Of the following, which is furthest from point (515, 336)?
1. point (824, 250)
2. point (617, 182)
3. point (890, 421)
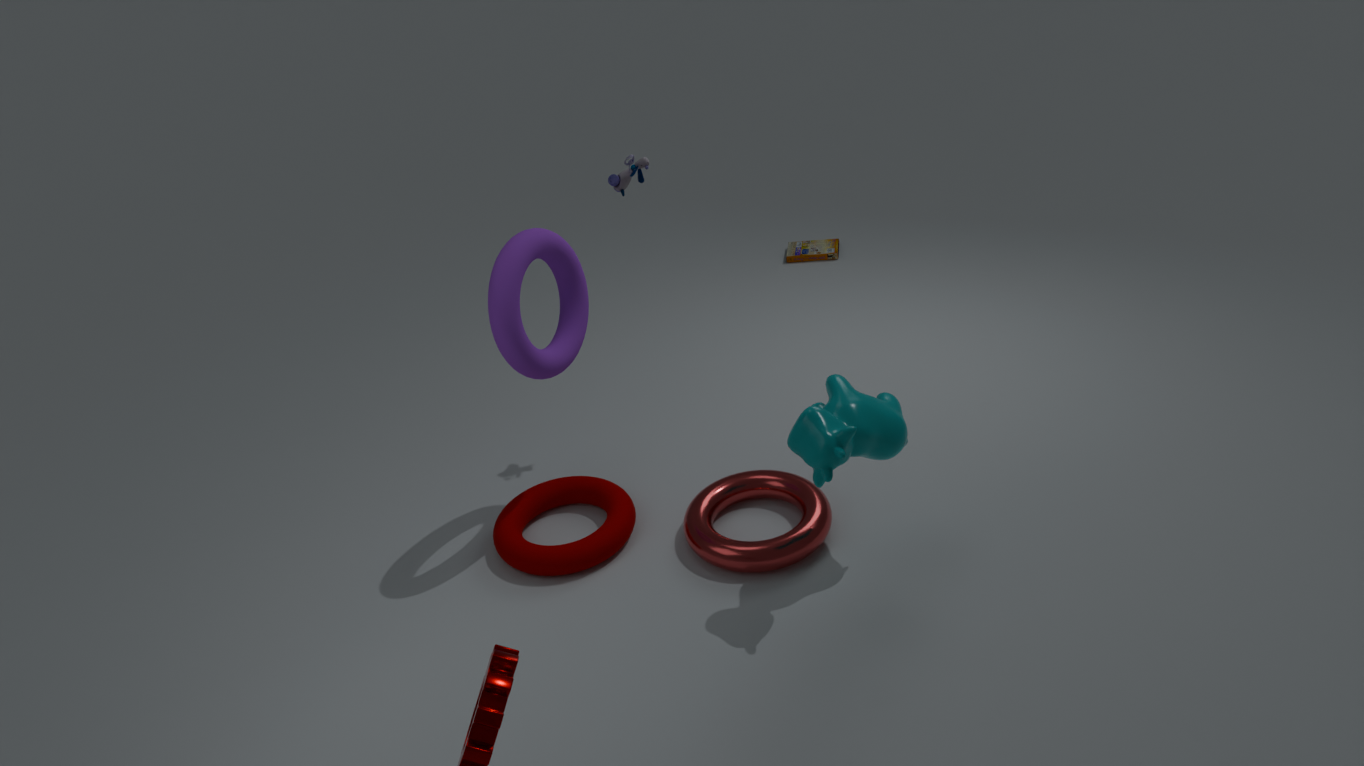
point (824, 250)
